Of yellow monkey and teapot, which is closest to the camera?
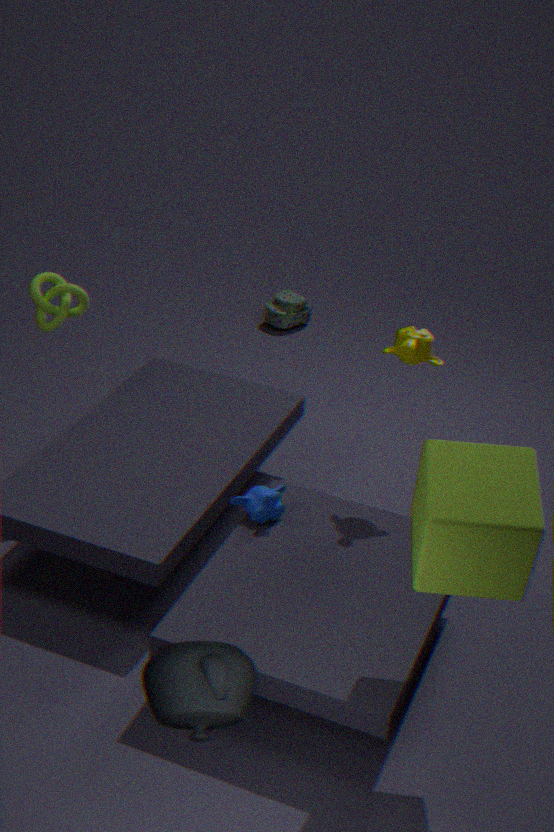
teapot
